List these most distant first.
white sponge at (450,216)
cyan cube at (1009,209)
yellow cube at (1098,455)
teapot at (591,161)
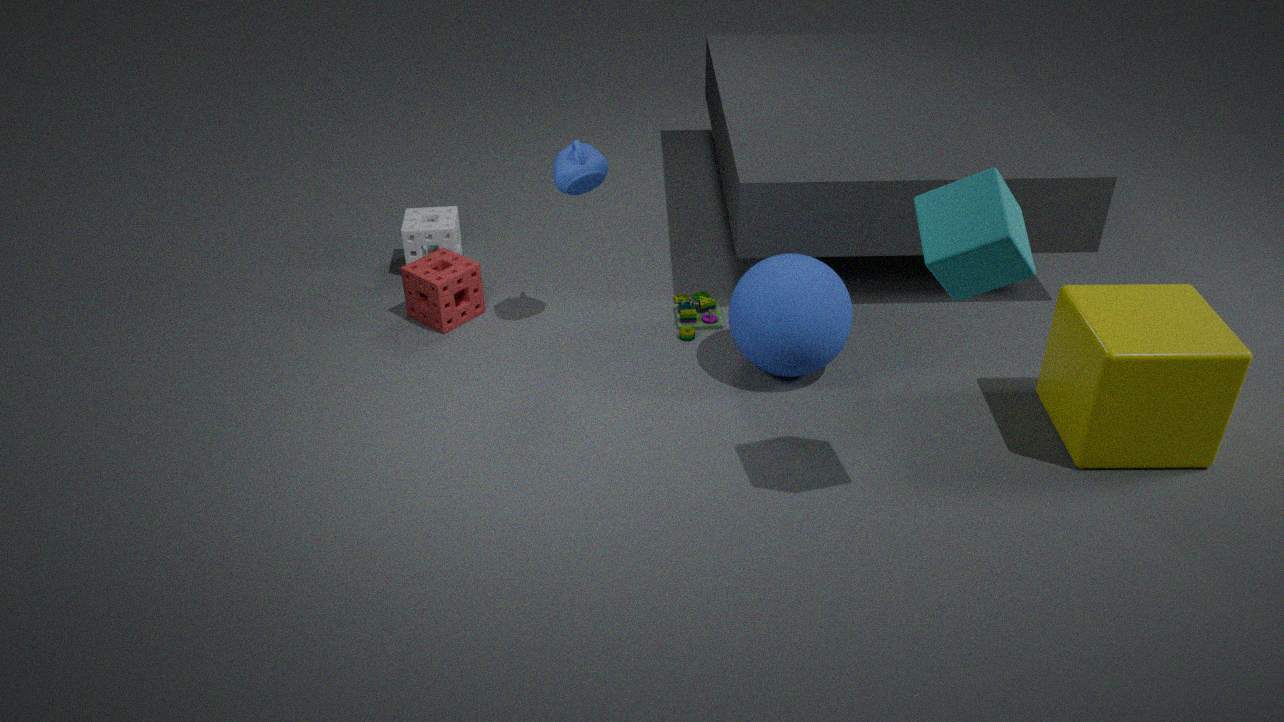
white sponge at (450,216) < teapot at (591,161) < yellow cube at (1098,455) < cyan cube at (1009,209)
